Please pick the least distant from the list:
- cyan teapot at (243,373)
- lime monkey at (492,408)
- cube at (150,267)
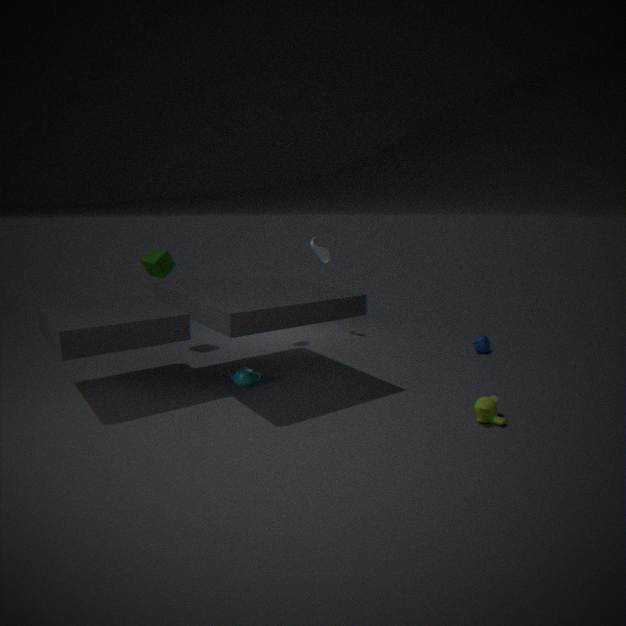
lime monkey at (492,408)
